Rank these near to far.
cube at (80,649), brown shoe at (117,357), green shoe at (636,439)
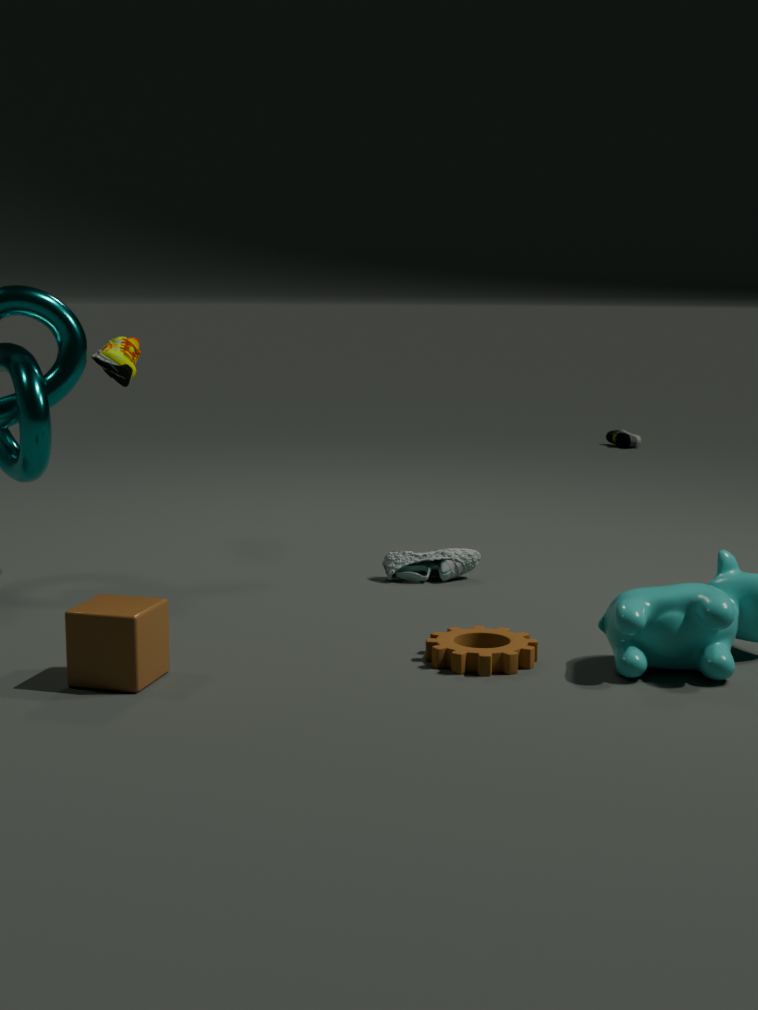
cube at (80,649)
brown shoe at (117,357)
green shoe at (636,439)
